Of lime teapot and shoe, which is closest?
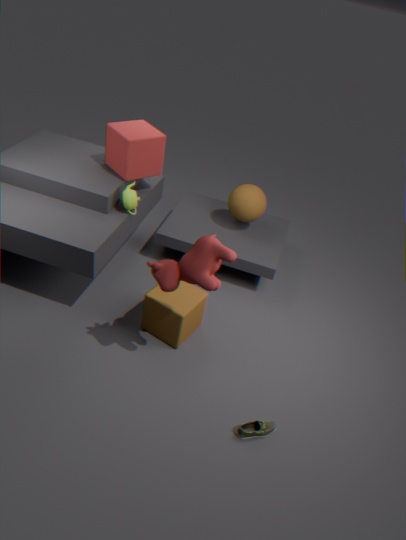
shoe
